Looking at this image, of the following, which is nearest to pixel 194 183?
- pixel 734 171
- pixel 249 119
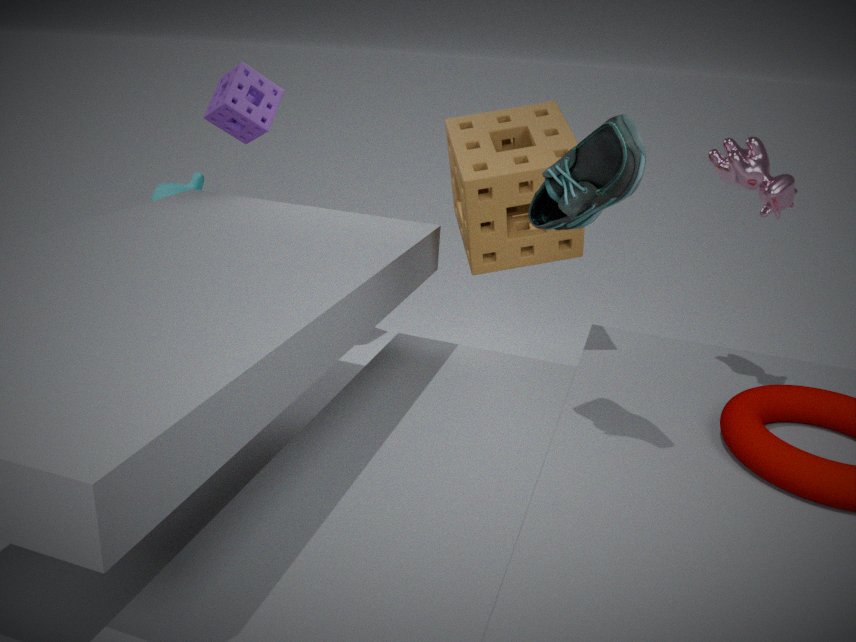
pixel 249 119
